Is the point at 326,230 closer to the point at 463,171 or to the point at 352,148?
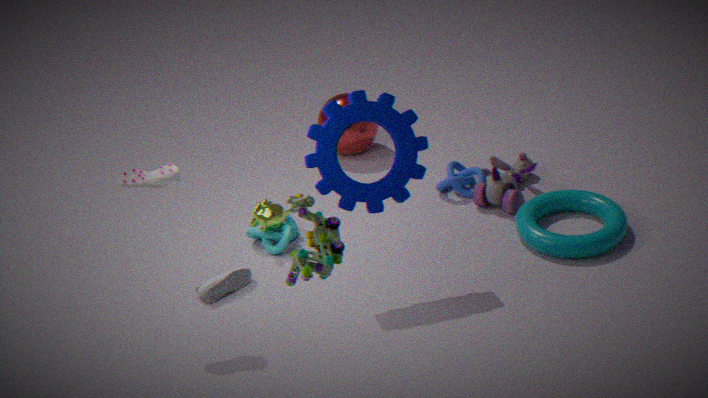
the point at 463,171
